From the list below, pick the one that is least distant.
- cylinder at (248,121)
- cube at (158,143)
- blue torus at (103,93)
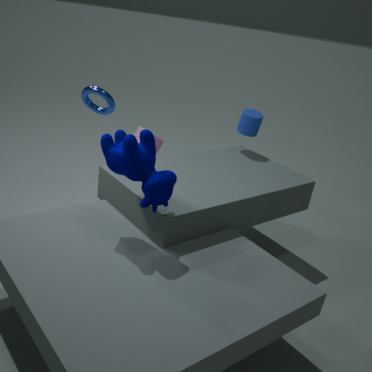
blue torus at (103,93)
